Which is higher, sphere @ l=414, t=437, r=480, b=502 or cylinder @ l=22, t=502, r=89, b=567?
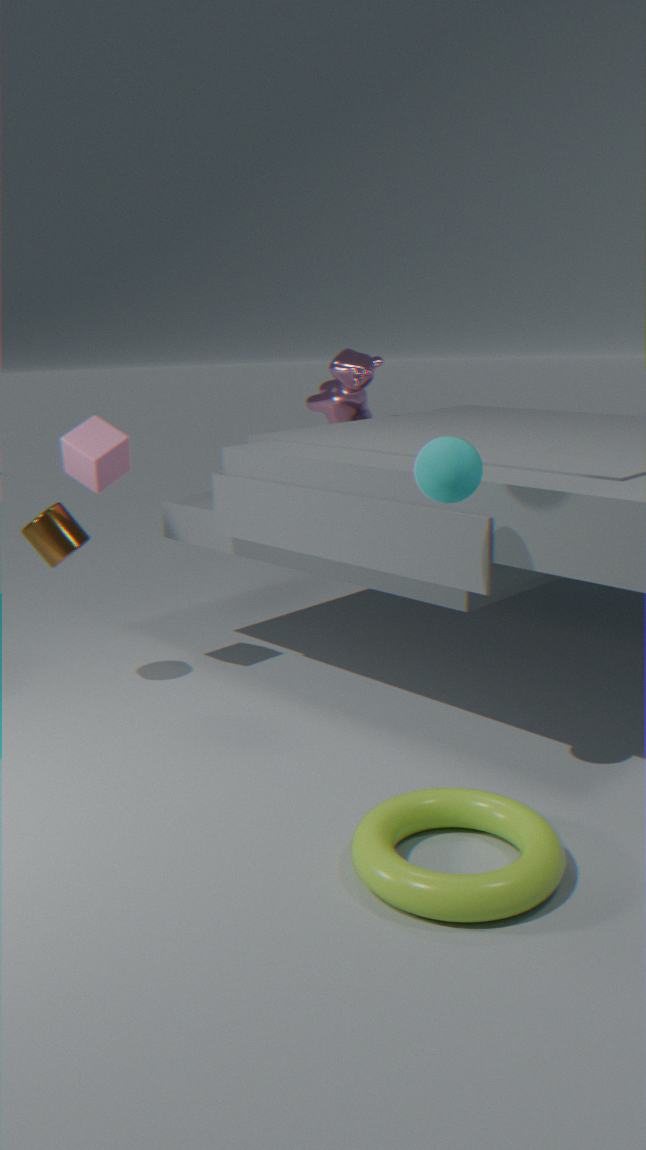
sphere @ l=414, t=437, r=480, b=502
